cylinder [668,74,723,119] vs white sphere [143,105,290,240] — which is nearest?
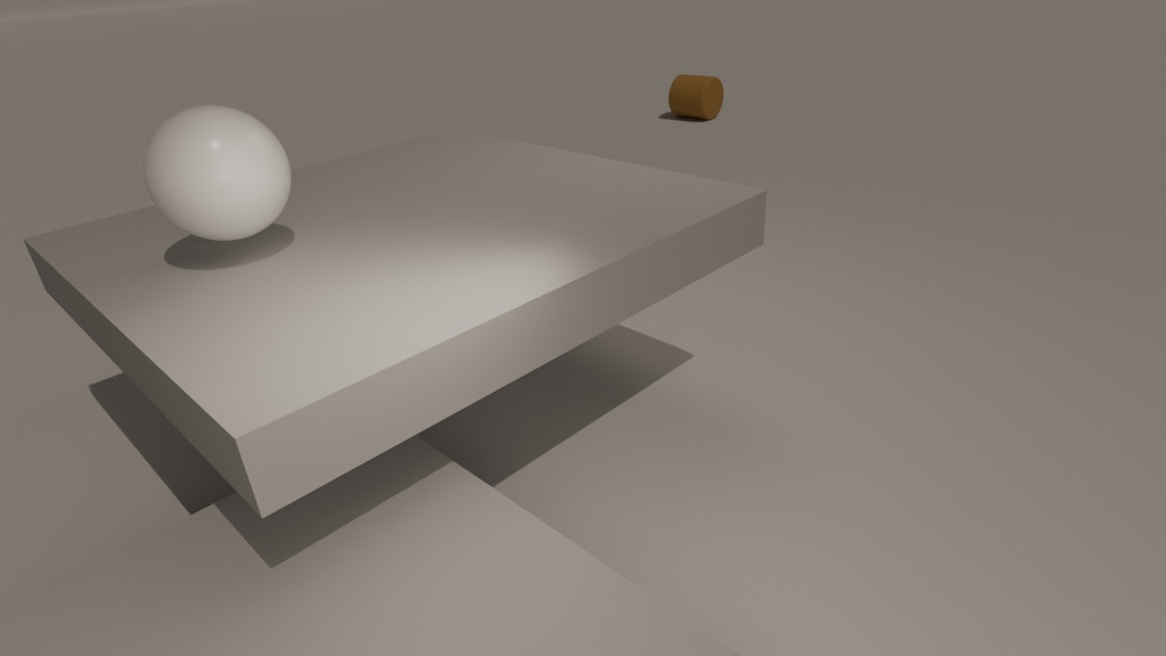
white sphere [143,105,290,240]
